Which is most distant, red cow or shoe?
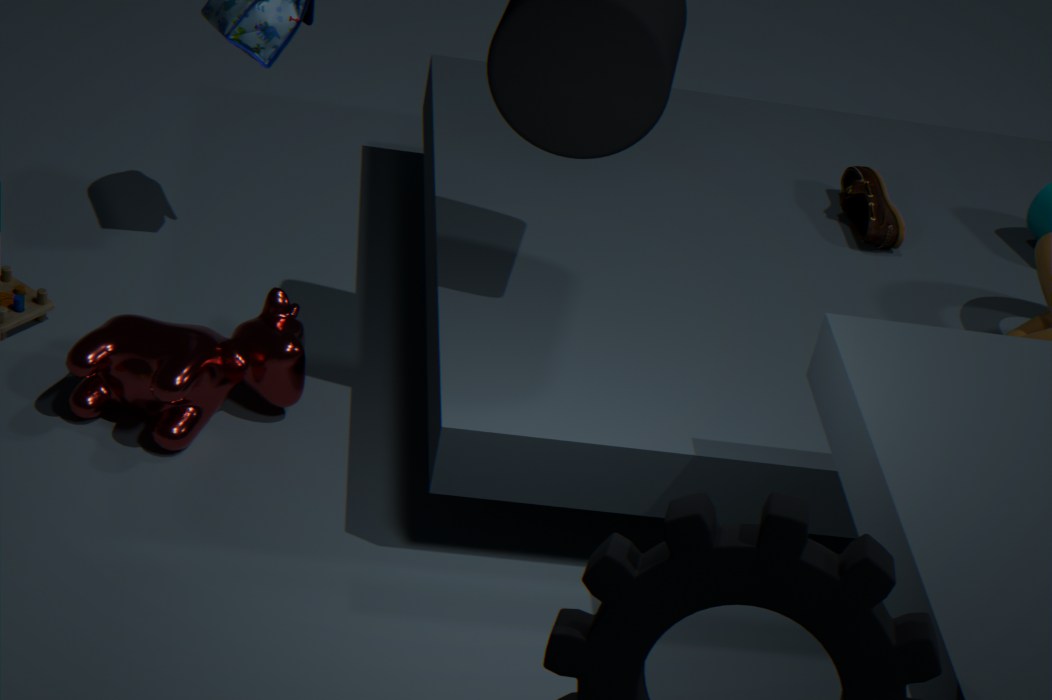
shoe
